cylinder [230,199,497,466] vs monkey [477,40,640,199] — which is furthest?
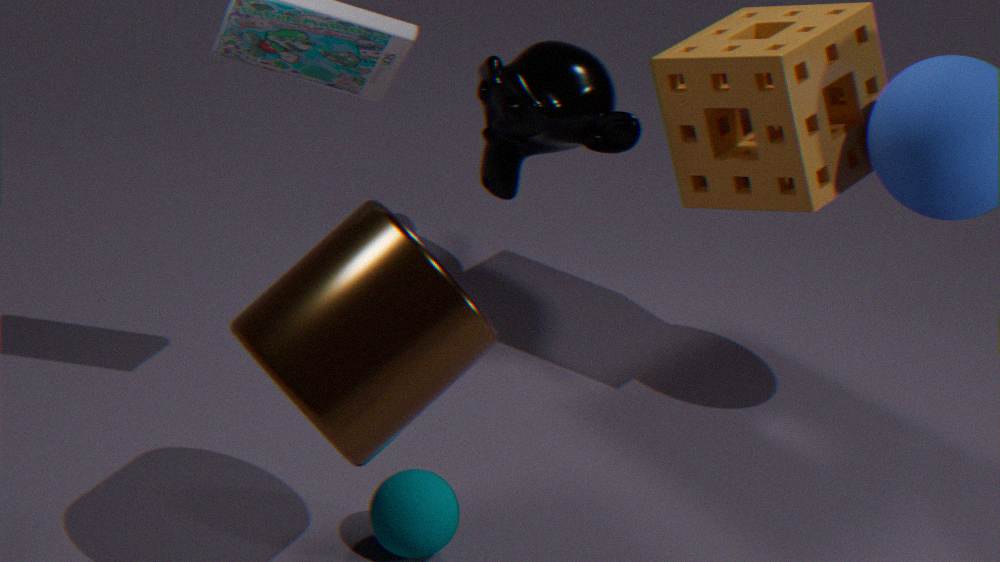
monkey [477,40,640,199]
